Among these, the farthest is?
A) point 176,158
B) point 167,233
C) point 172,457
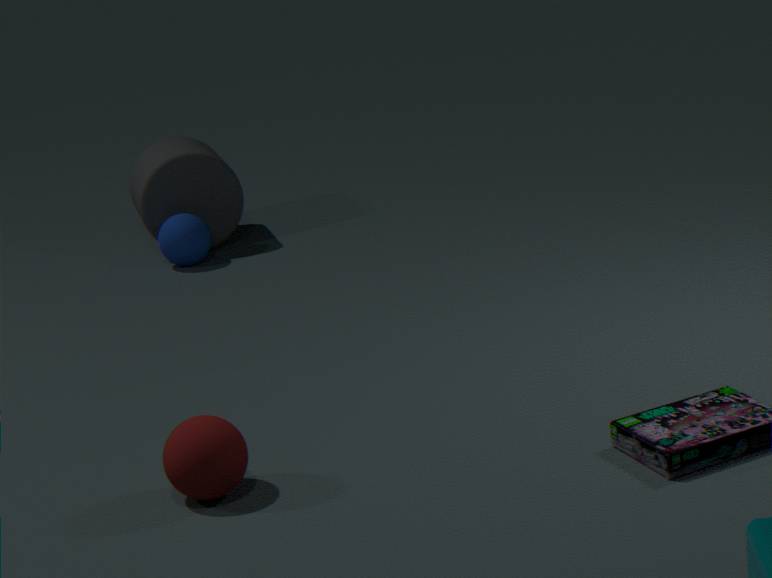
point 176,158
